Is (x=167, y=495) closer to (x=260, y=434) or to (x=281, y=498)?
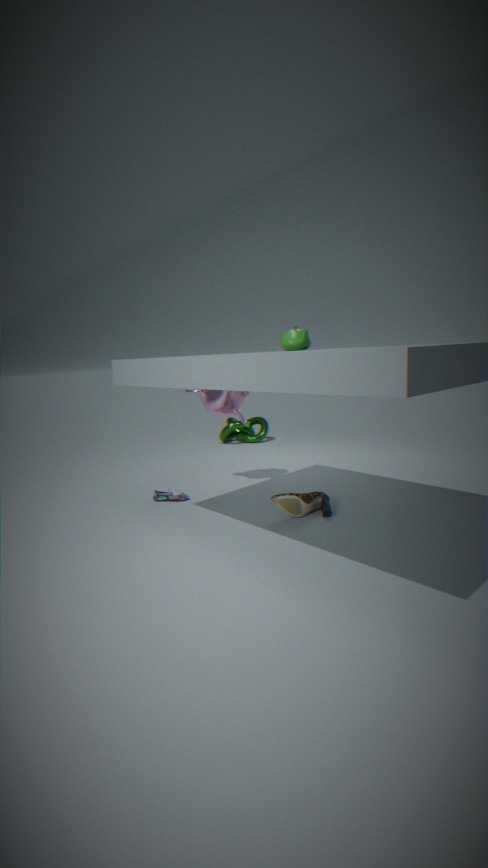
(x=281, y=498)
